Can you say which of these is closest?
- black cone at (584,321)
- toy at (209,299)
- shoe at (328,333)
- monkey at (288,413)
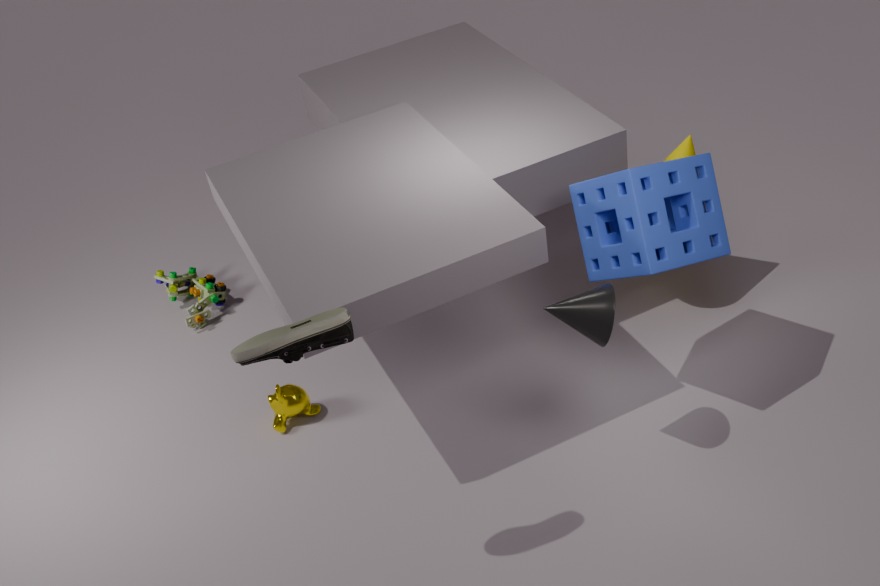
shoe at (328,333)
